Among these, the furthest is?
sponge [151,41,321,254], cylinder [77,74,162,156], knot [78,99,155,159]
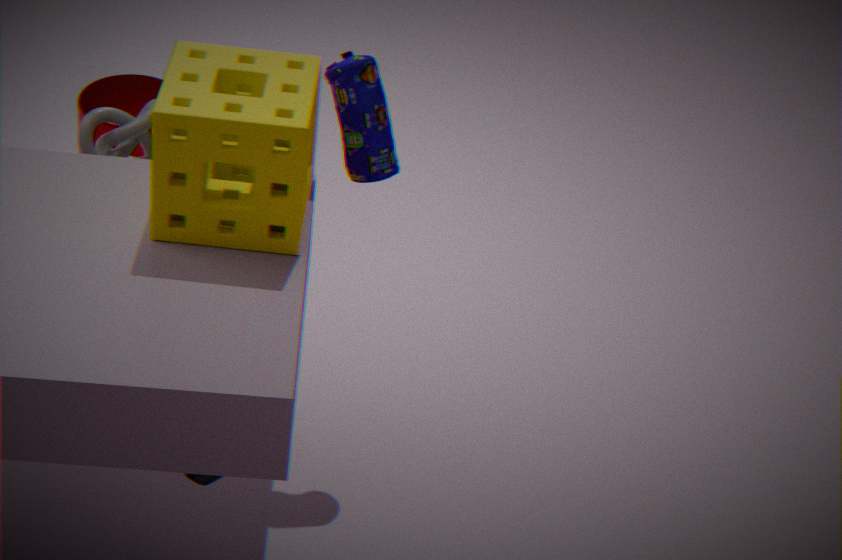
cylinder [77,74,162,156]
